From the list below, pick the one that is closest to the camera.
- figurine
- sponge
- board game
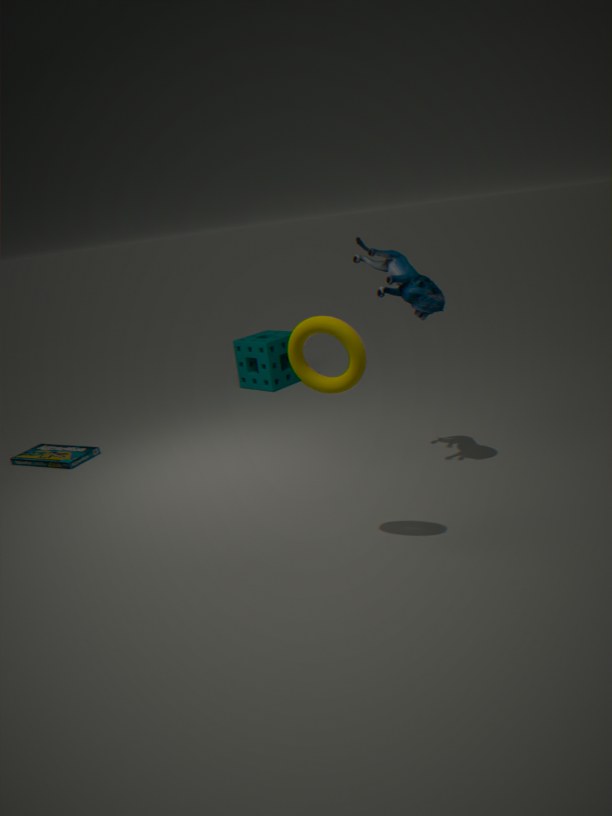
figurine
